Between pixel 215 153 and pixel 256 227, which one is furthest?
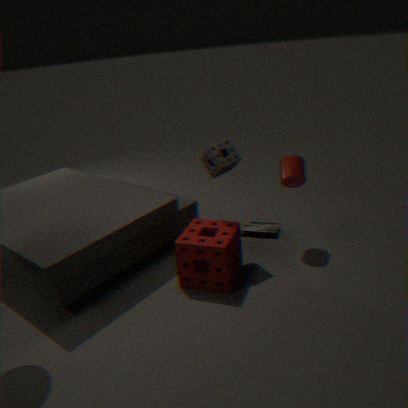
pixel 256 227
